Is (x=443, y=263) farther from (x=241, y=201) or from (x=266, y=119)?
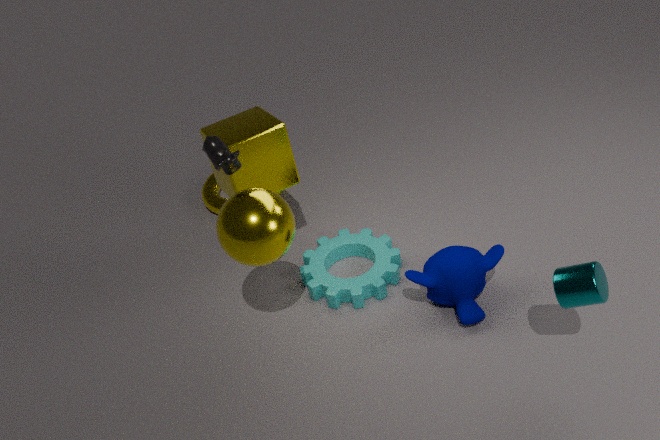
(x=266, y=119)
